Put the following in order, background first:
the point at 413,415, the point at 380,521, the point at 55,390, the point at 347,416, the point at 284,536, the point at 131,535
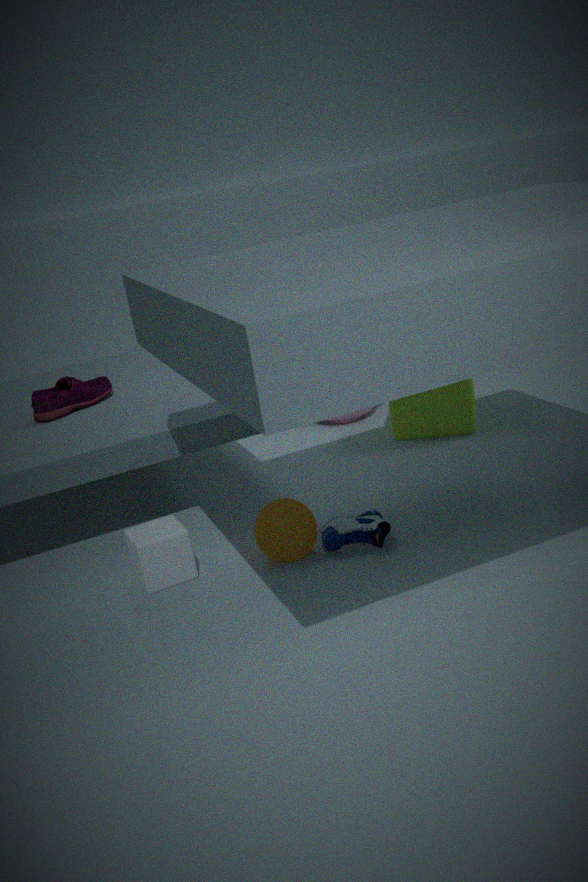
the point at 347,416 < the point at 413,415 < the point at 55,390 < the point at 380,521 < the point at 284,536 < the point at 131,535
